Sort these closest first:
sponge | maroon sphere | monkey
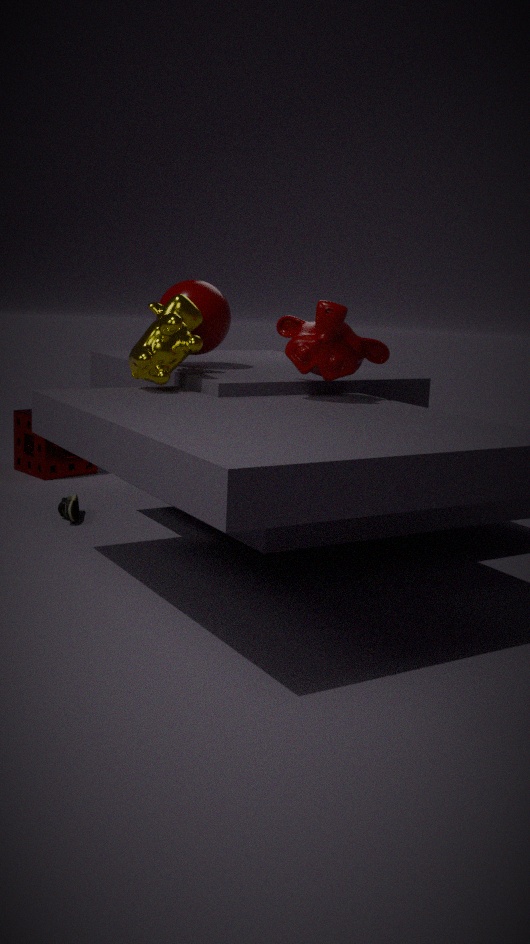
1. monkey
2. maroon sphere
3. sponge
